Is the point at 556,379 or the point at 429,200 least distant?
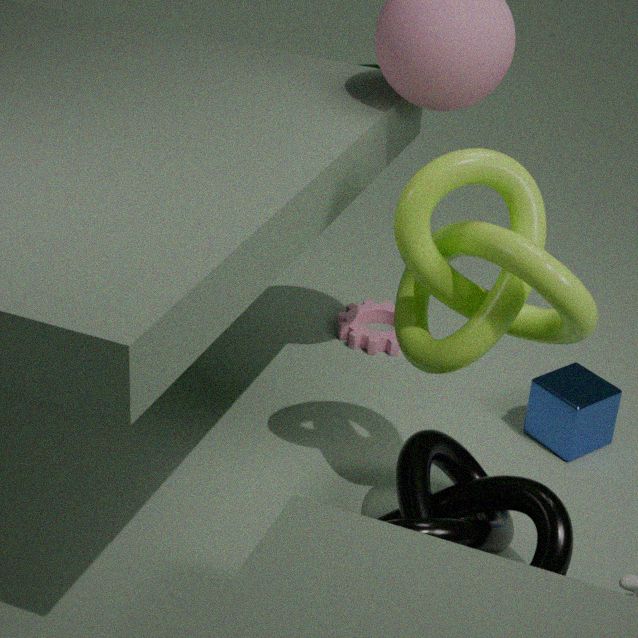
the point at 429,200
